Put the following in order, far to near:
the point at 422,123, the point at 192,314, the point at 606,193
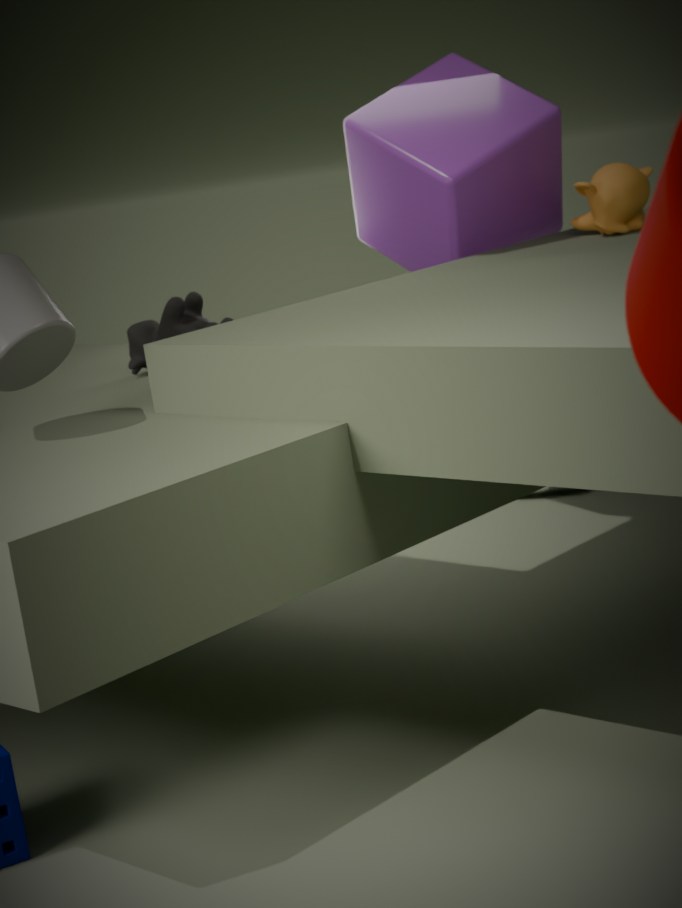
1. the point at 422,123
2. the point at 606,193
3. the point at 192,314
